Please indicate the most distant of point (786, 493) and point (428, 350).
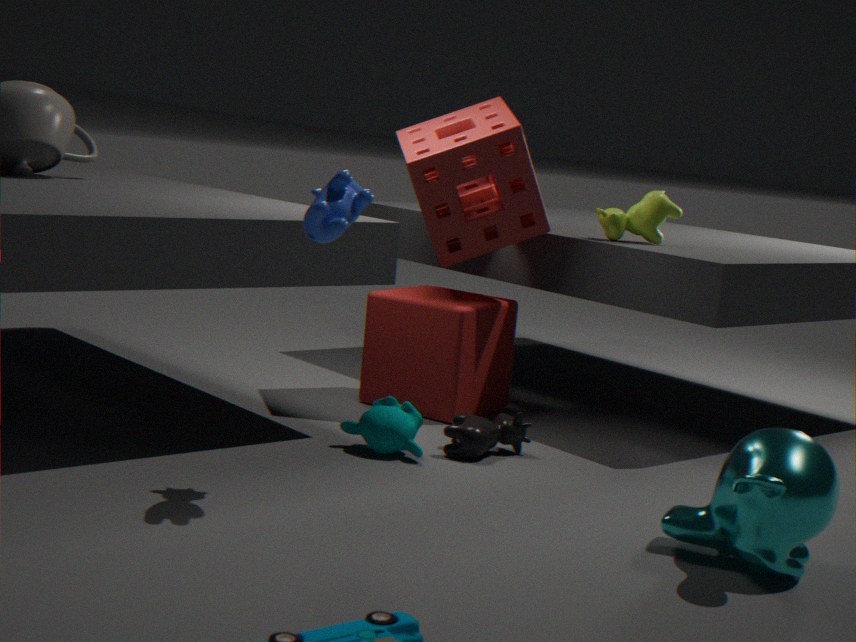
point (428, 350)
